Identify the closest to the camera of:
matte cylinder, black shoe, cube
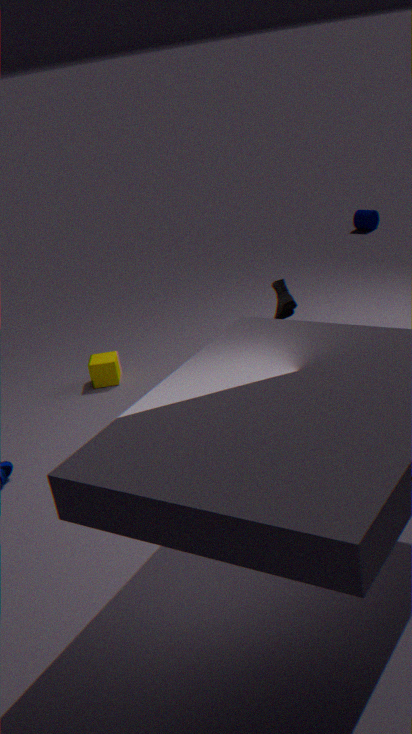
black shoe
